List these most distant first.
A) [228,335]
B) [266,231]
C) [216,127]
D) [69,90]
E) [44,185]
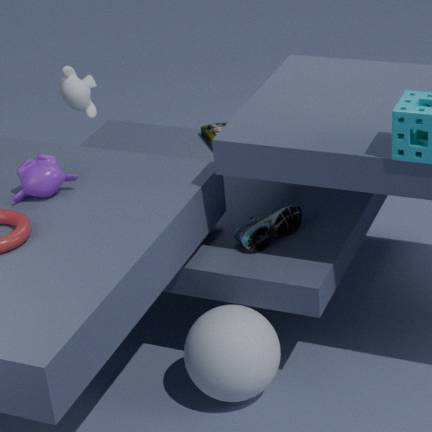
1. [216,127]
2. [69,90]
3. [266,231]
4. [44,185]
5. [228,335]
